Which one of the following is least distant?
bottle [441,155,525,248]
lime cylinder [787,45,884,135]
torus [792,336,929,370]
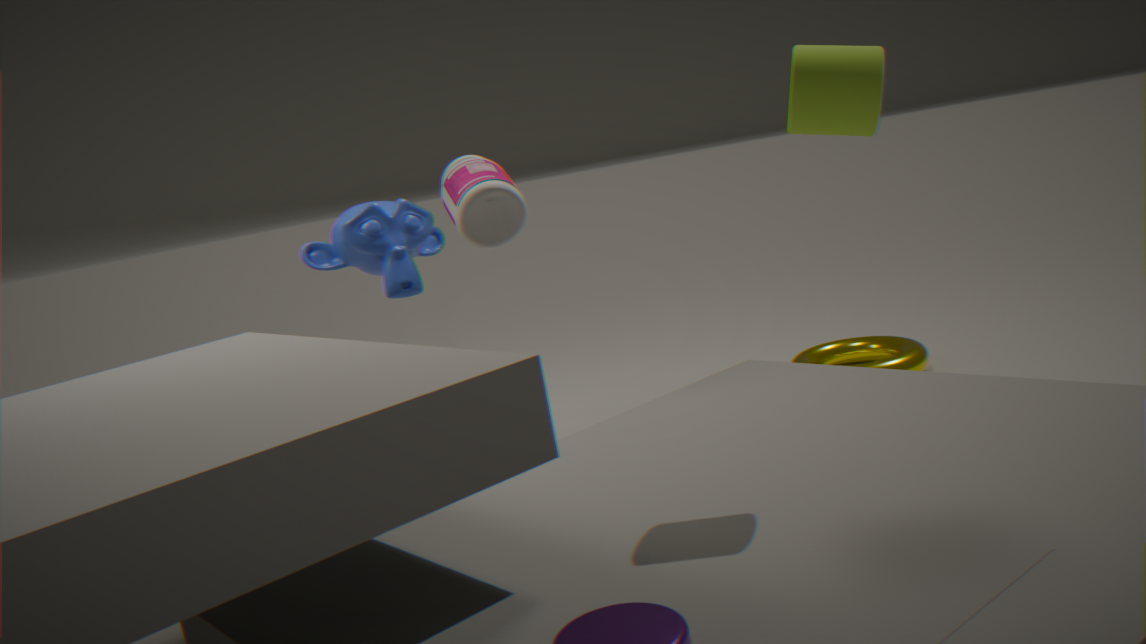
lime cylinder [787,45,884,135]
